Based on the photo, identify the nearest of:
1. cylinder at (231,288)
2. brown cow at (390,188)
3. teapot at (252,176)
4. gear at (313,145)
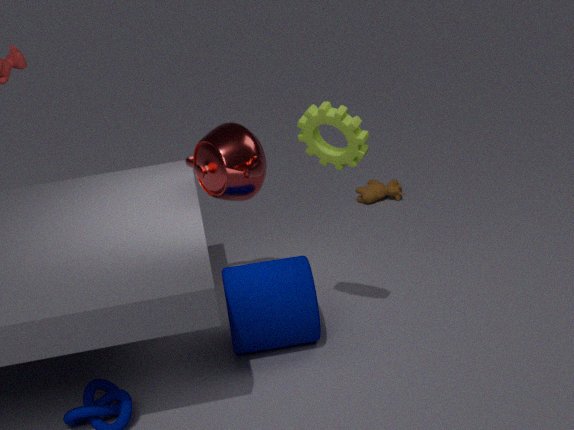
gear at (313,145)
